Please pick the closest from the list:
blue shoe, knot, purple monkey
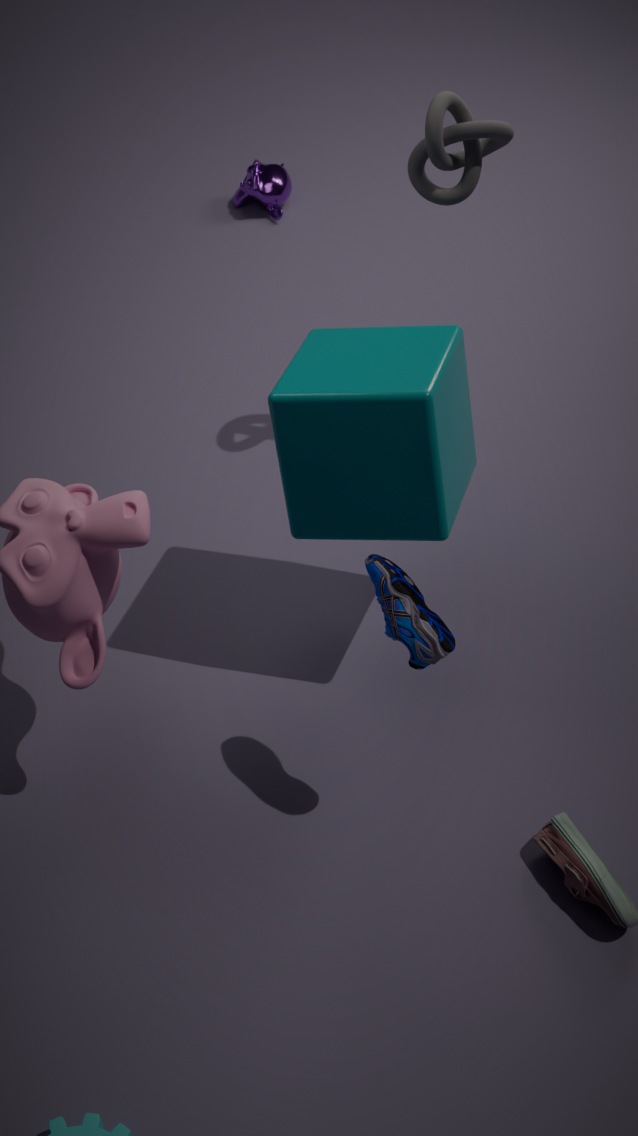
blue shoe
